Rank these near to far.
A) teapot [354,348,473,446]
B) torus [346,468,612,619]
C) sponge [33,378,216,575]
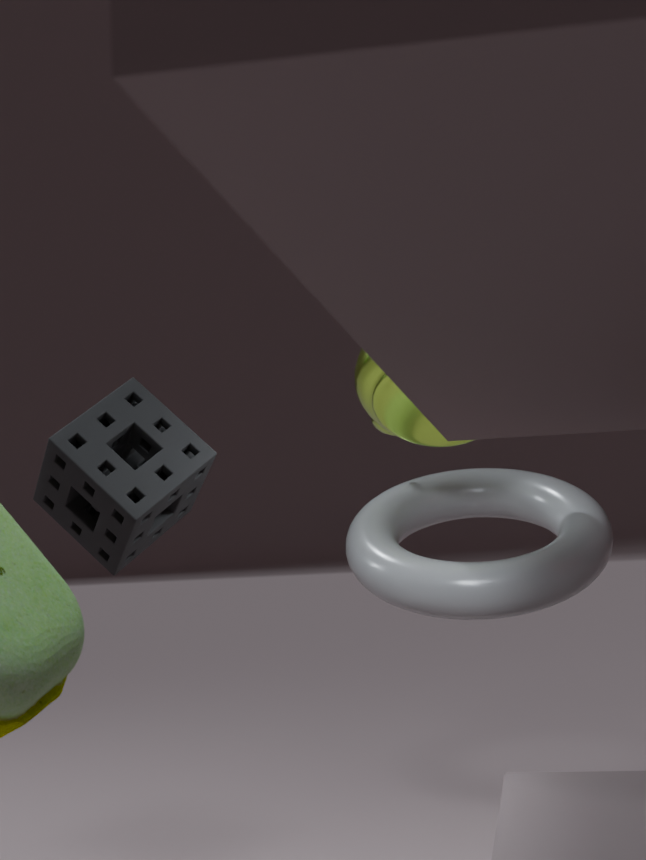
sponge [33,378,216,575] → torus [346,468,612,619] → teapot [354,348,473,446]
